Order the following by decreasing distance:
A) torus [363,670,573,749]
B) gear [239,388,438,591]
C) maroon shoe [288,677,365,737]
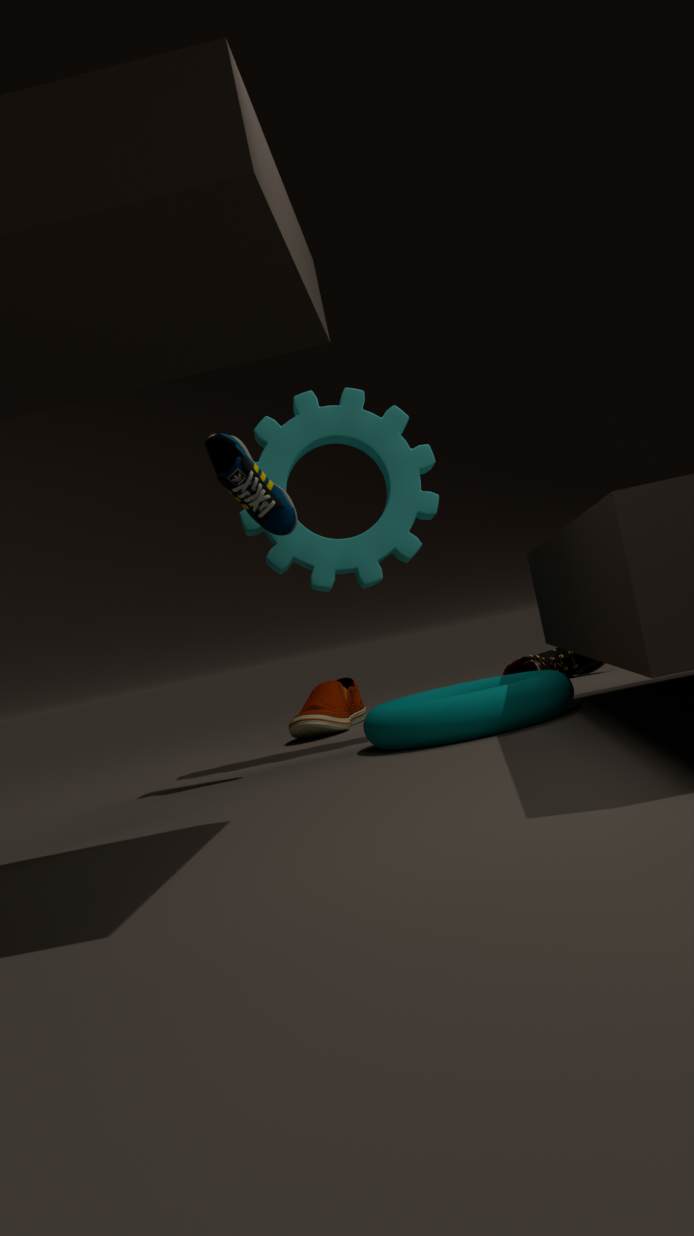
maroon shoe [288,677,365,737], gear [239,388,438,591], torus [363,670,573,749]
